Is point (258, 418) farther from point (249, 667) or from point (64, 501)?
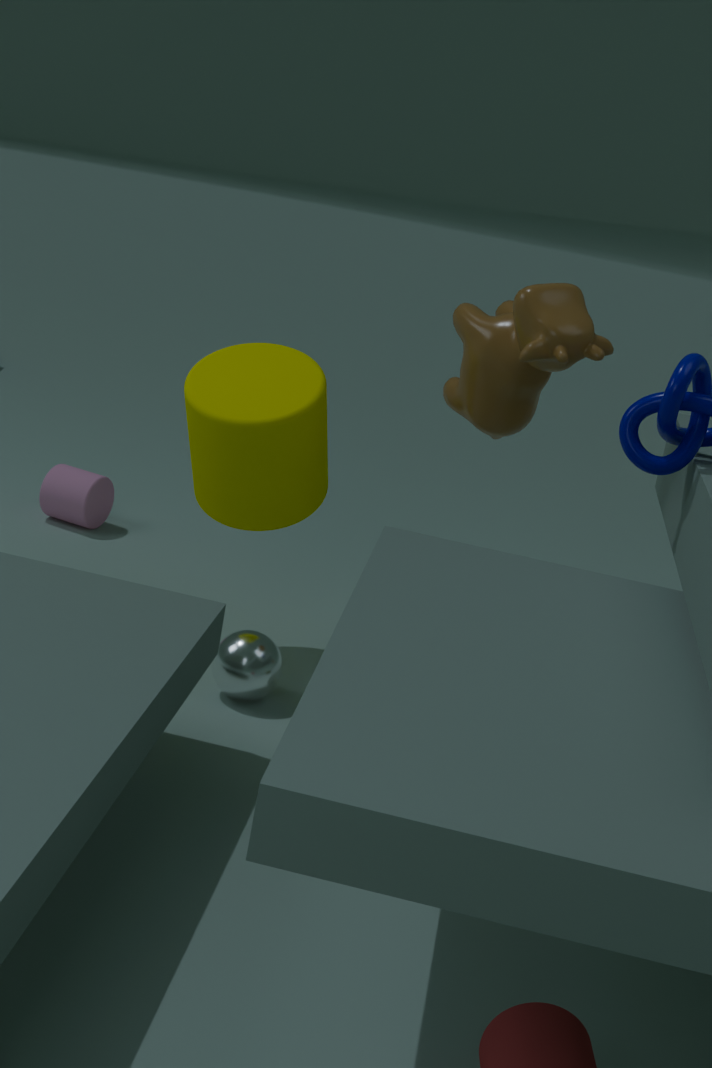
point (64, 501)
